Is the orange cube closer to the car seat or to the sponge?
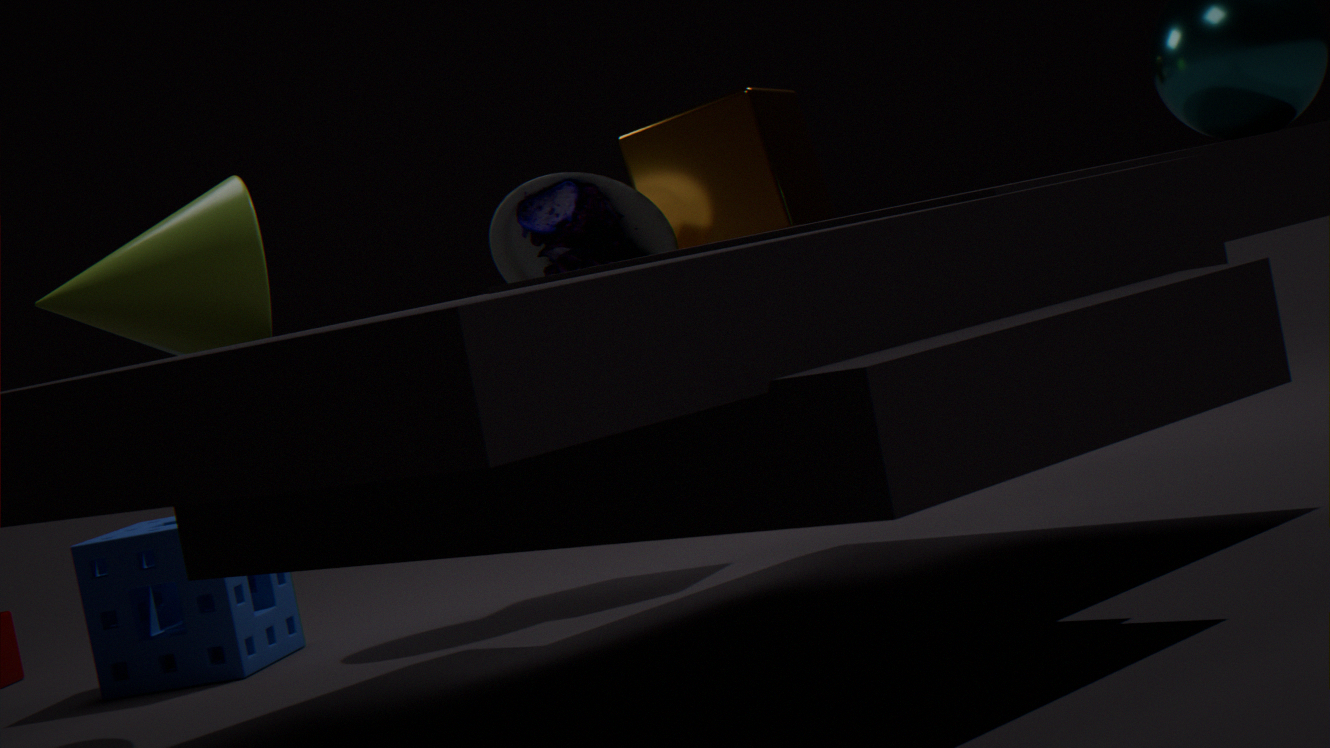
the car seat
